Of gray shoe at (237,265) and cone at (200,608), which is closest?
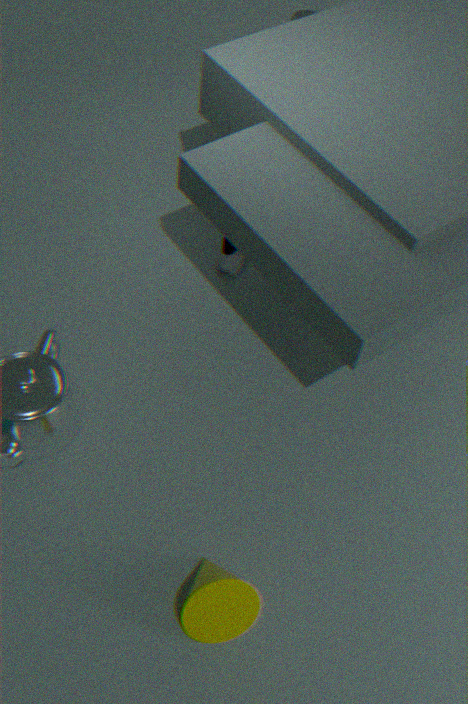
cone at (200,608)
